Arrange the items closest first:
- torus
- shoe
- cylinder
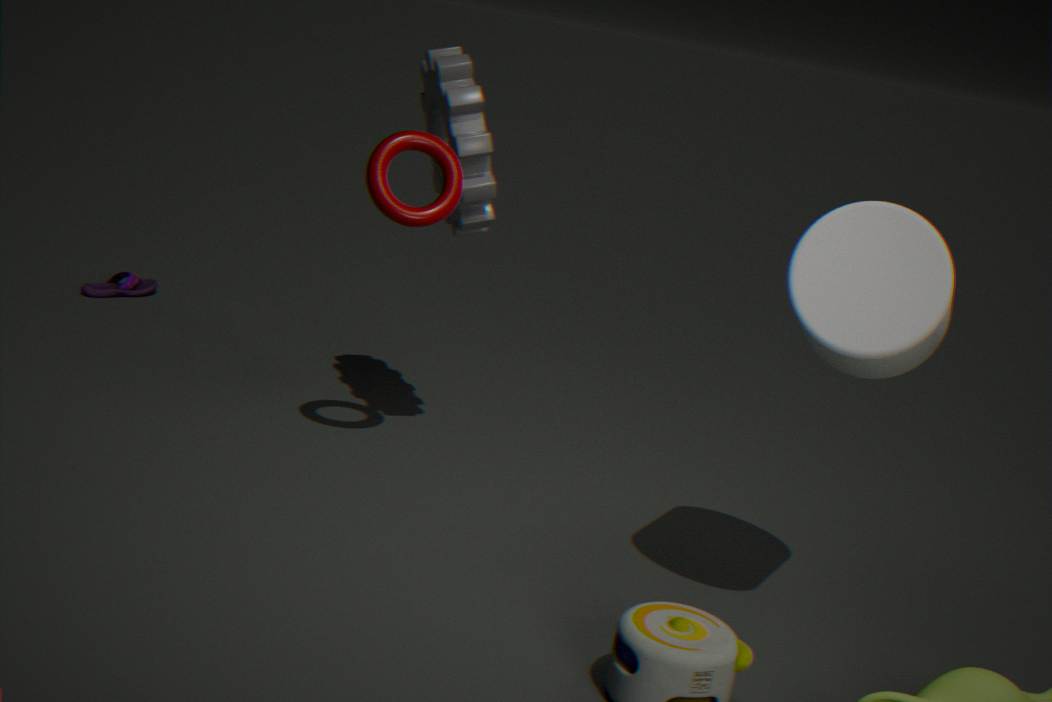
cylinder
torus
shoe
